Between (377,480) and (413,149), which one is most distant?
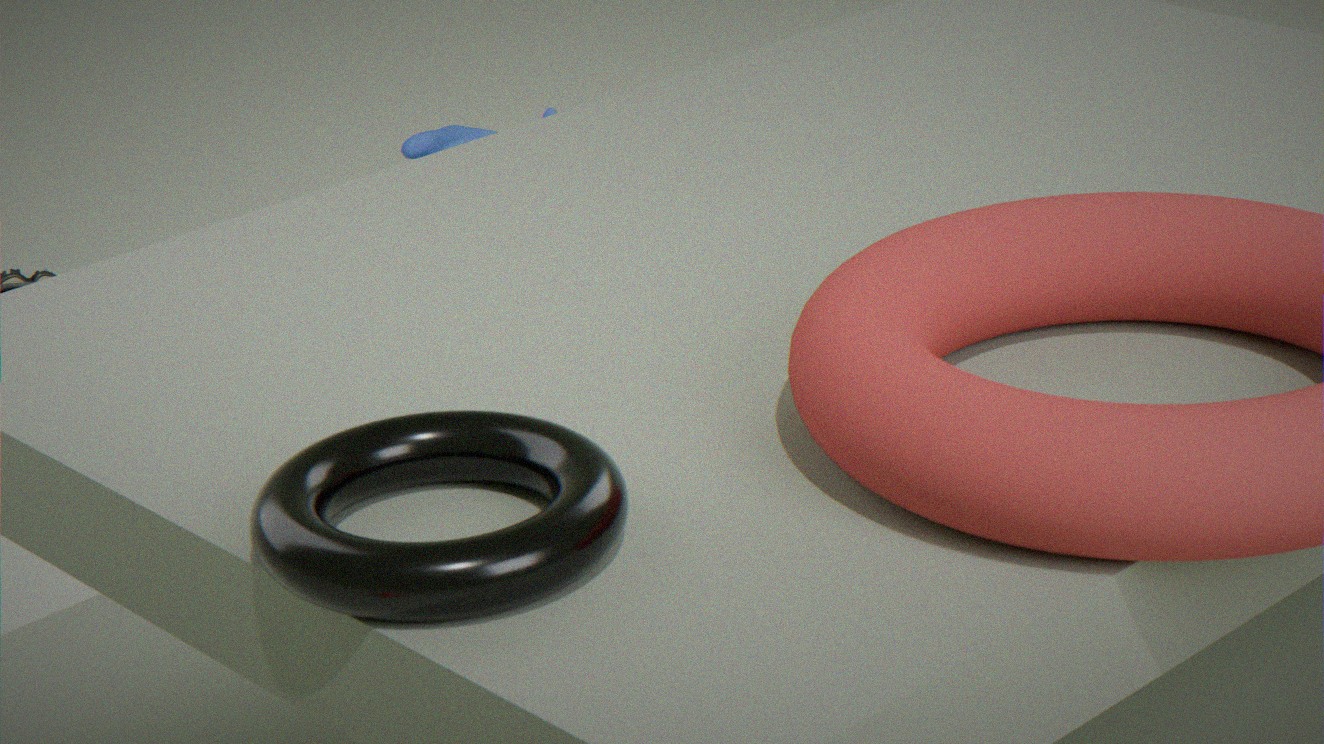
(413,149)
